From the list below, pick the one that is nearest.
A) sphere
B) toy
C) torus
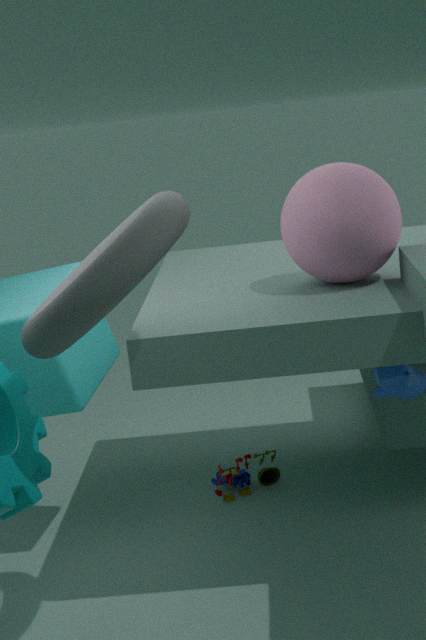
C. torus
